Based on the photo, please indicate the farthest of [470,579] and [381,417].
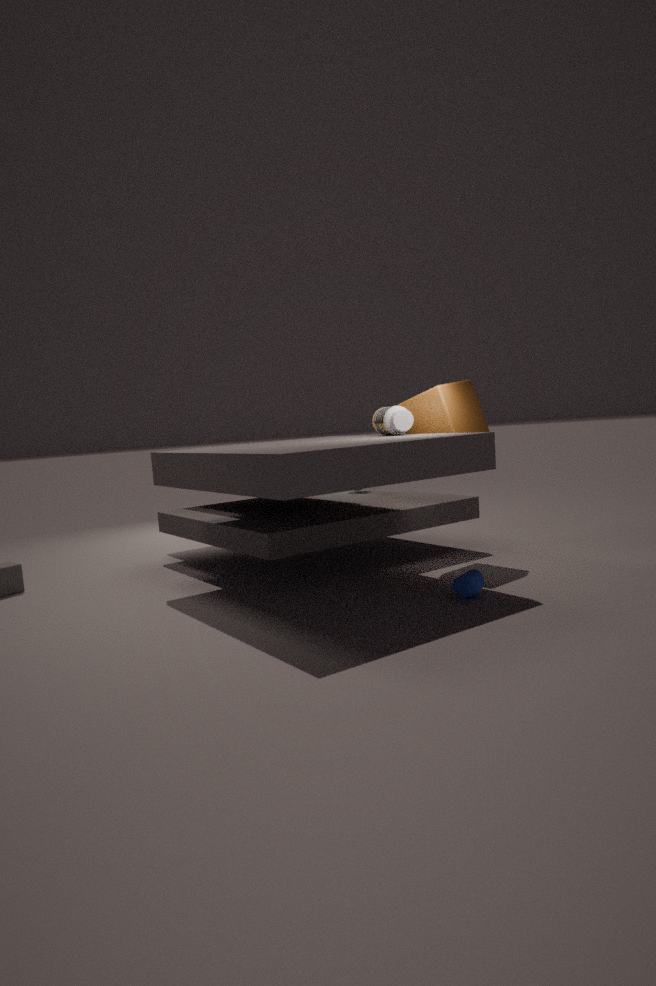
[381,417]
